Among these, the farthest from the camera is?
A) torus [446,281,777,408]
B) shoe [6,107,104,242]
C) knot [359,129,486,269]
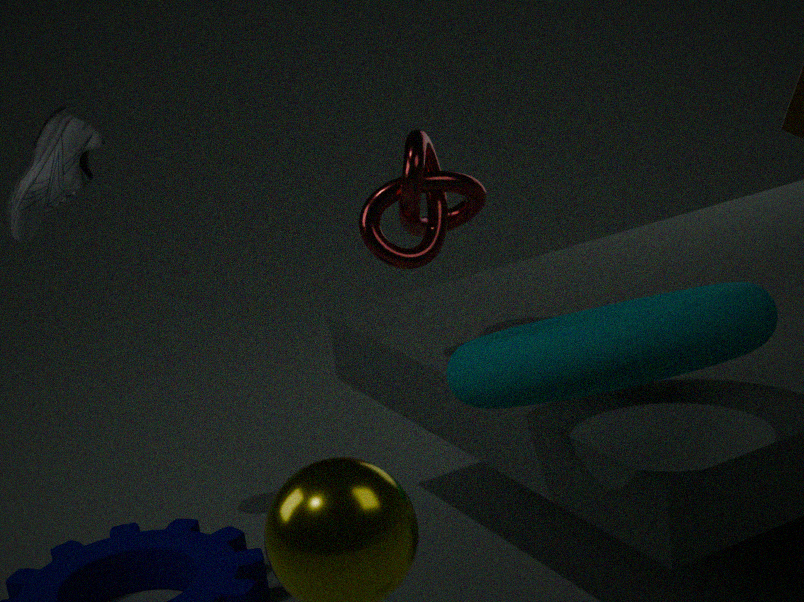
shoe [6,107,104,242]
